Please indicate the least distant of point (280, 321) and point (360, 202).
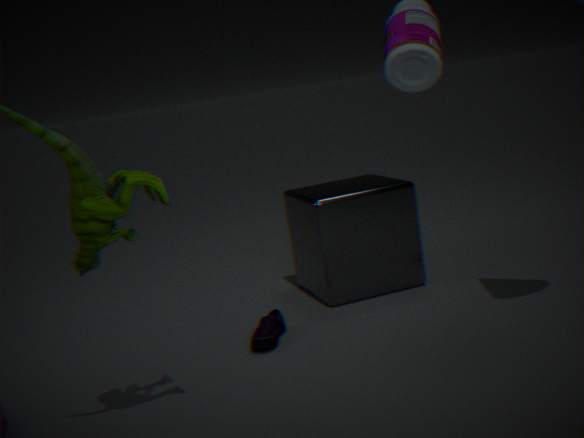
point (280, 321)
